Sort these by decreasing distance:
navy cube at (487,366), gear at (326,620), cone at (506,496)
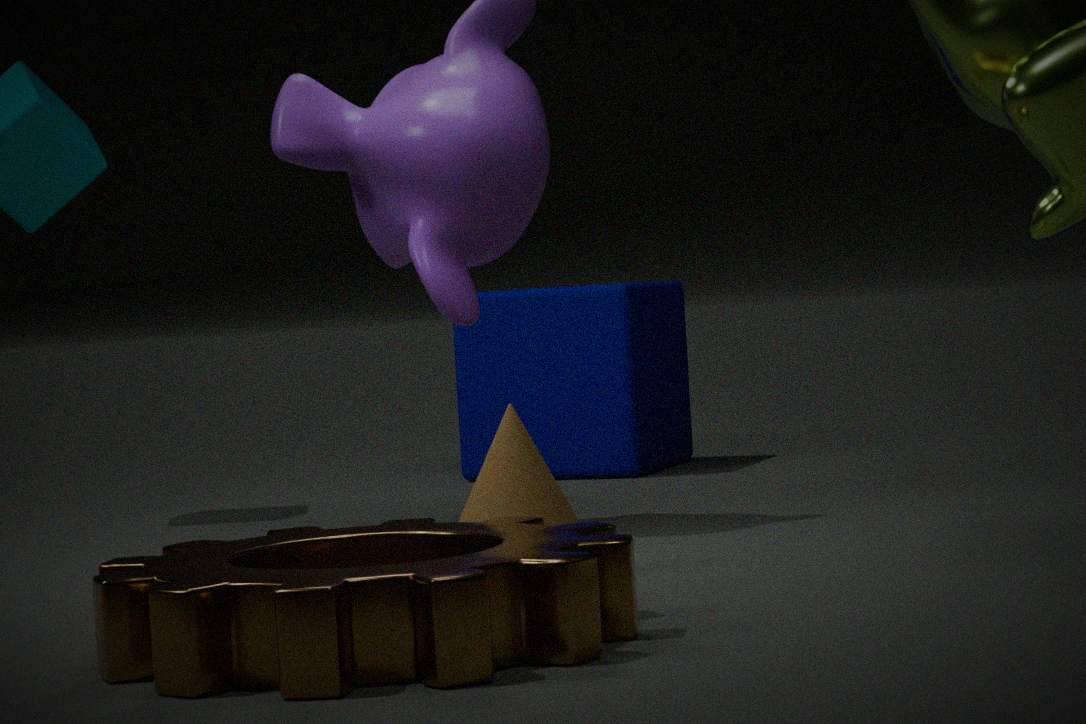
navy cube at (487,366) → cone at (506,496) → gear at (326,620)
